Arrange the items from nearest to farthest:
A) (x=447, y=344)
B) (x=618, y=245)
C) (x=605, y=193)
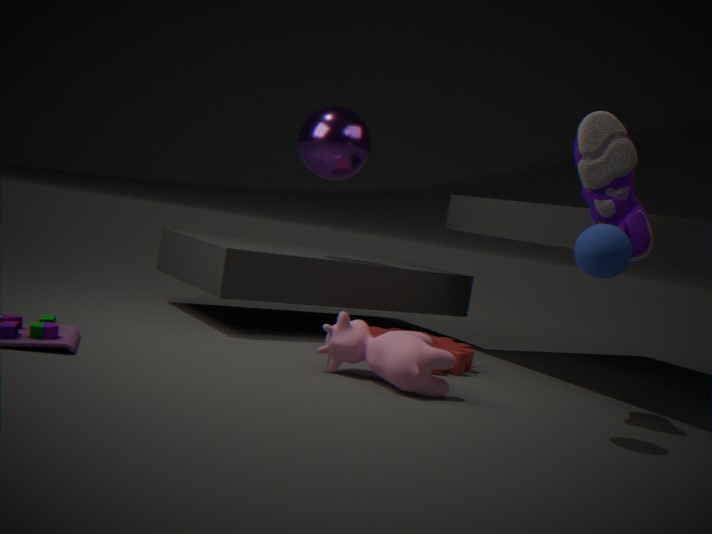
(x=618, y=245), (x=605, y=193), (x=447, y=344)
